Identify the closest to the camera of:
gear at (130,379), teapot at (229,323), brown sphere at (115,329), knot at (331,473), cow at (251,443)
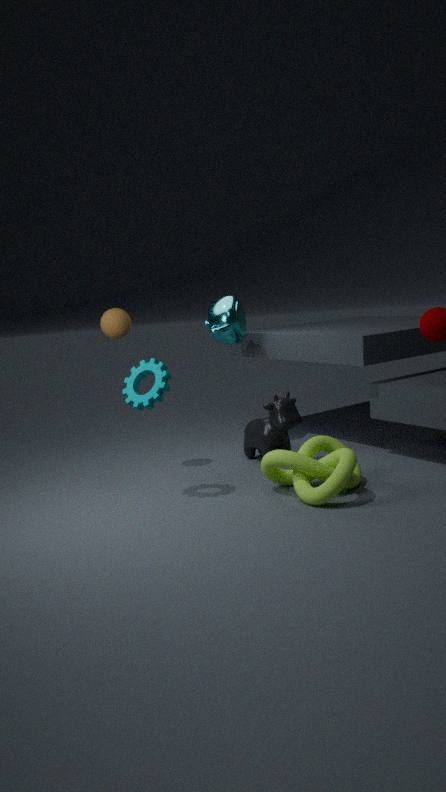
knot at (331,473)
